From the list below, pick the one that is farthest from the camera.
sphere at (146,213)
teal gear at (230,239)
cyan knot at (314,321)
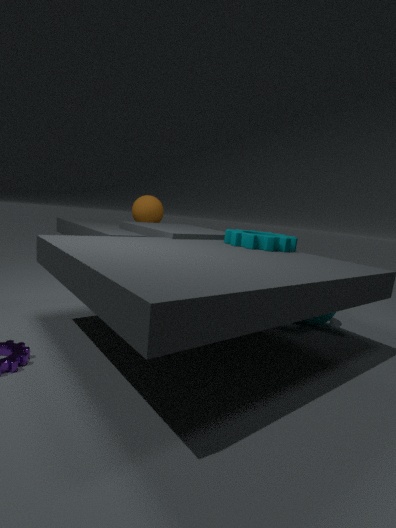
sphere at (146,213)
